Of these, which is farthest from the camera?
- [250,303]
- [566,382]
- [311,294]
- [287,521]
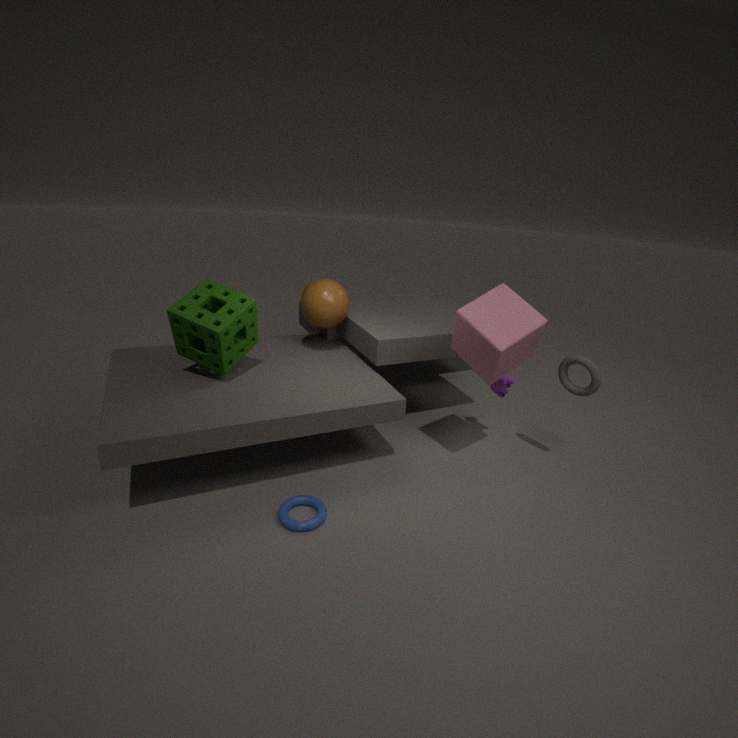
[311,294]
